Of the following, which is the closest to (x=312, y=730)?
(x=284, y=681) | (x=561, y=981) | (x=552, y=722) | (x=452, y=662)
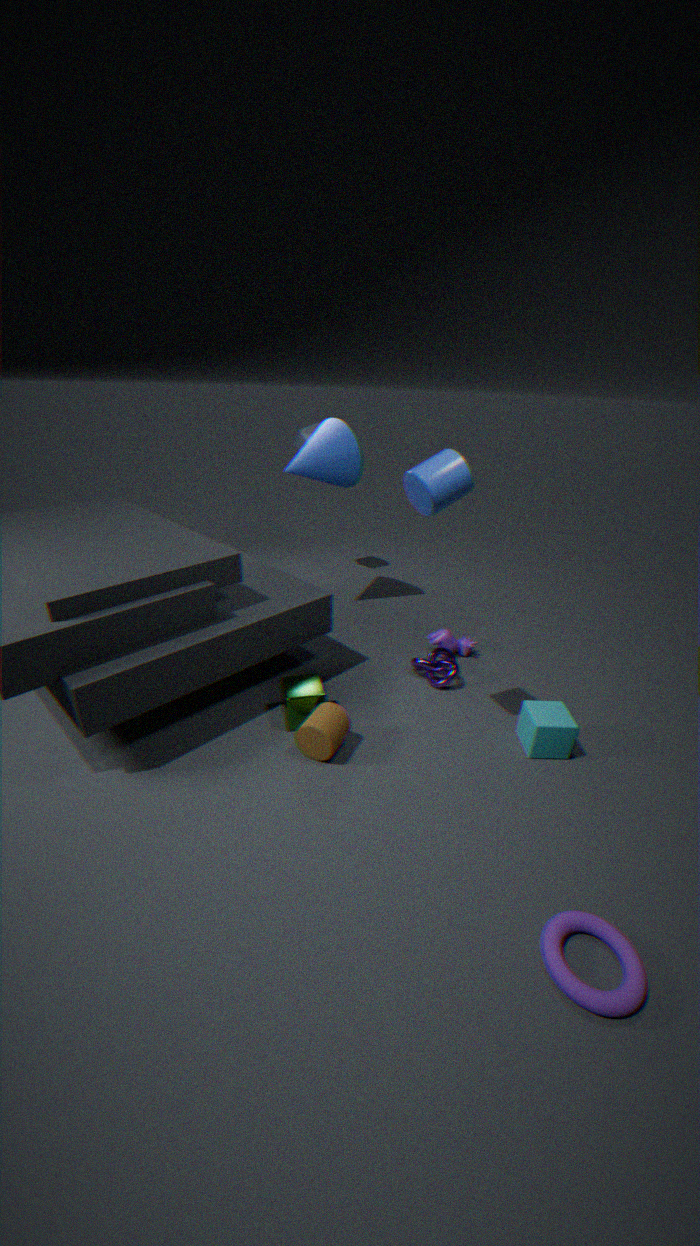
(x=284, y=681)
